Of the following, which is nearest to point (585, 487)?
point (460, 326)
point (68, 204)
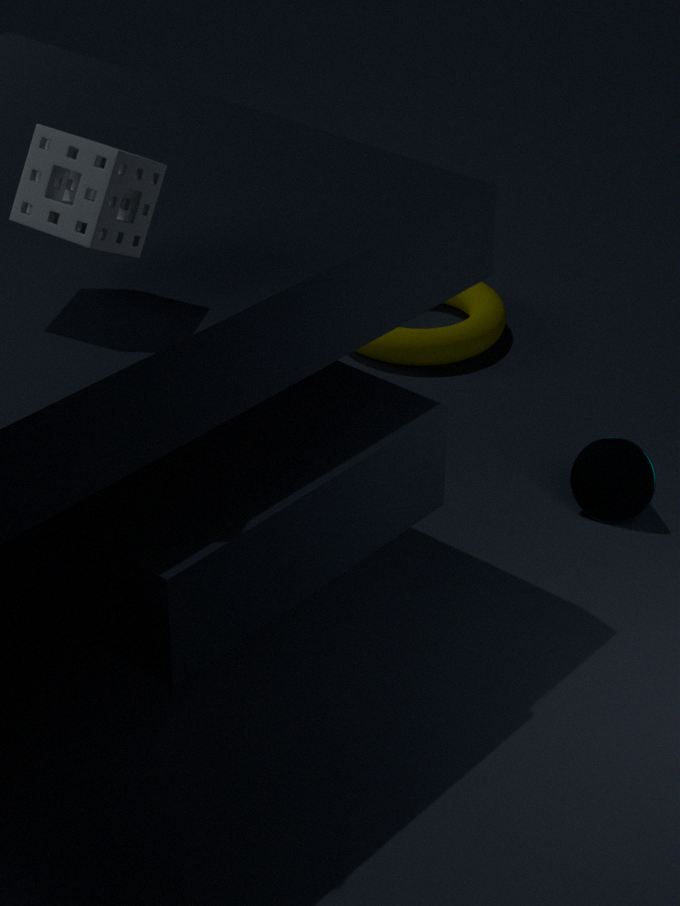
point (460, 326)
